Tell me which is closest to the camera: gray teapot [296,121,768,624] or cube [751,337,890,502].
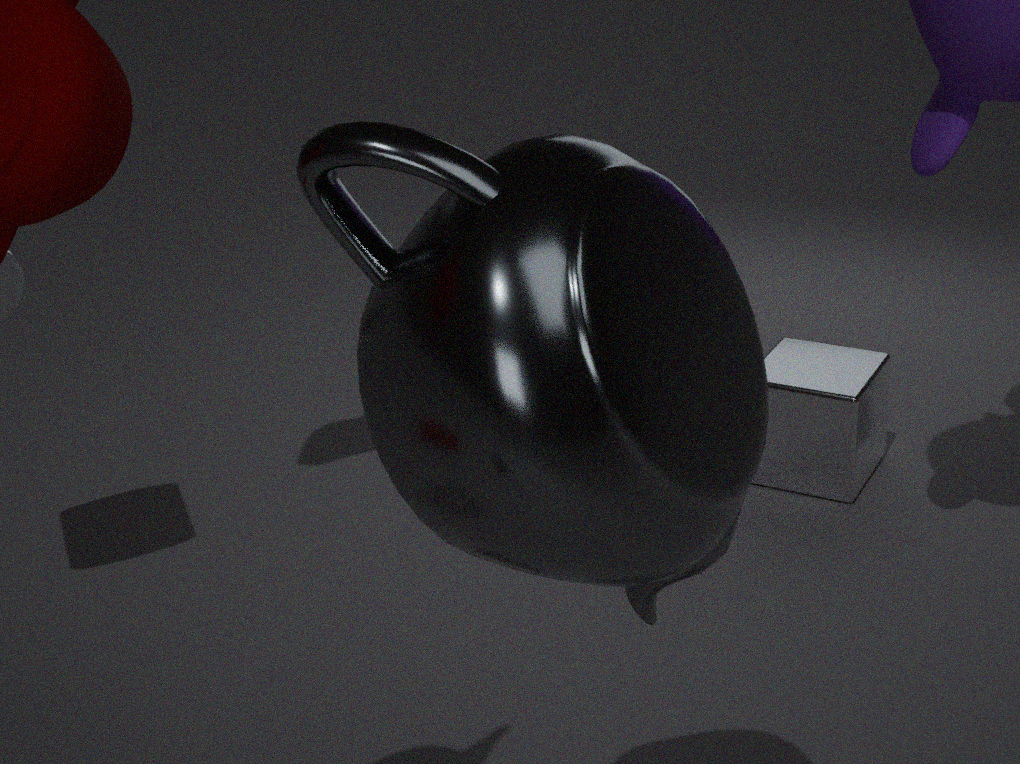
gray teapot [296,121,768,624]
